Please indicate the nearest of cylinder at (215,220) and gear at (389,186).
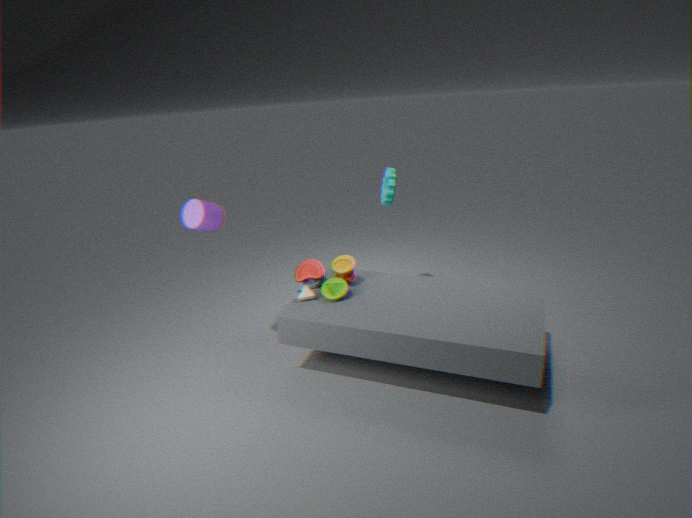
cylinder at (215,220)
